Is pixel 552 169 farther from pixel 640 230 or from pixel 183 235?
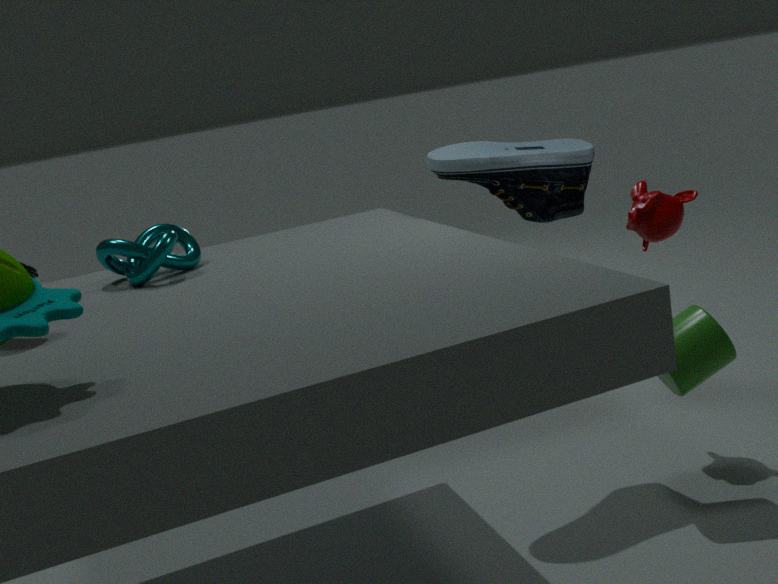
pixel 183 235
